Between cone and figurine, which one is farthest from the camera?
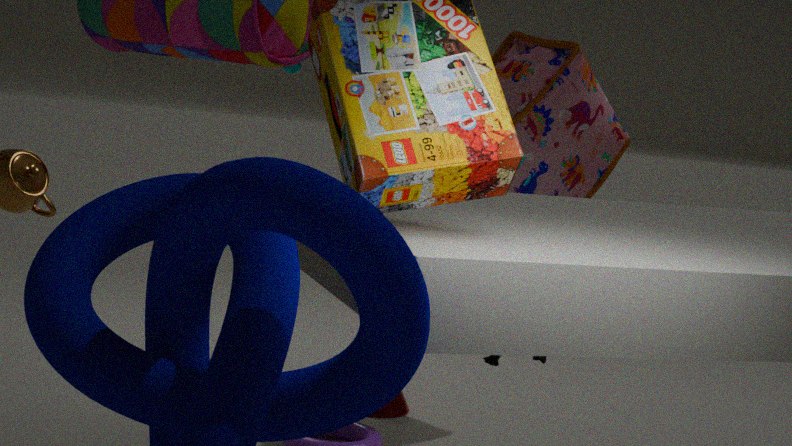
cone
